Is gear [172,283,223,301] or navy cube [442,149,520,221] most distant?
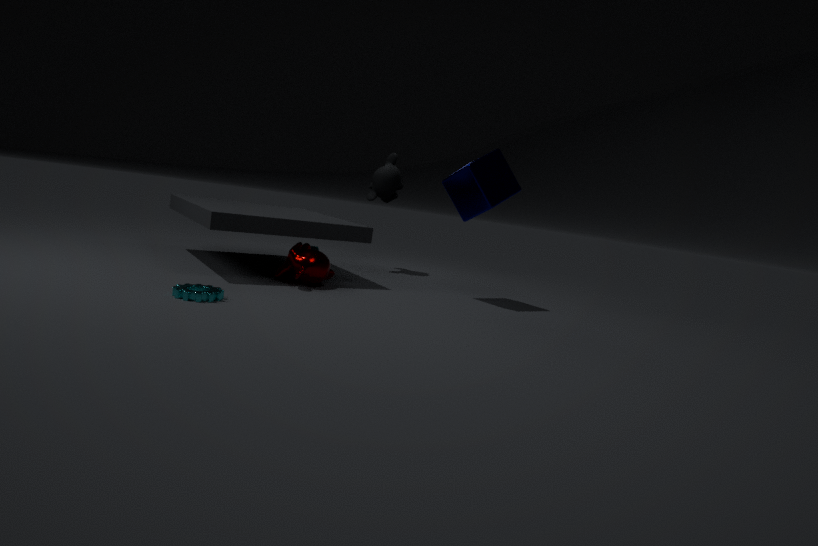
navy cube [442,149,520,221]
